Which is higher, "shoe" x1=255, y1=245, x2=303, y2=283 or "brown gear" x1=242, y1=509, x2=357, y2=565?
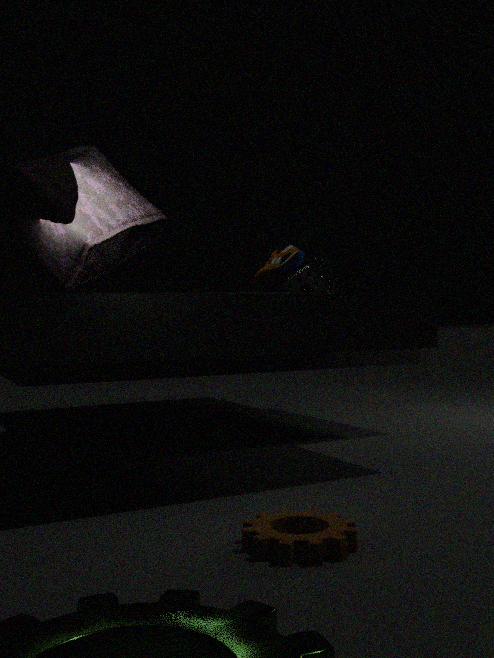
"shoe" x1=255, y1=245, x2=303, y2=283
